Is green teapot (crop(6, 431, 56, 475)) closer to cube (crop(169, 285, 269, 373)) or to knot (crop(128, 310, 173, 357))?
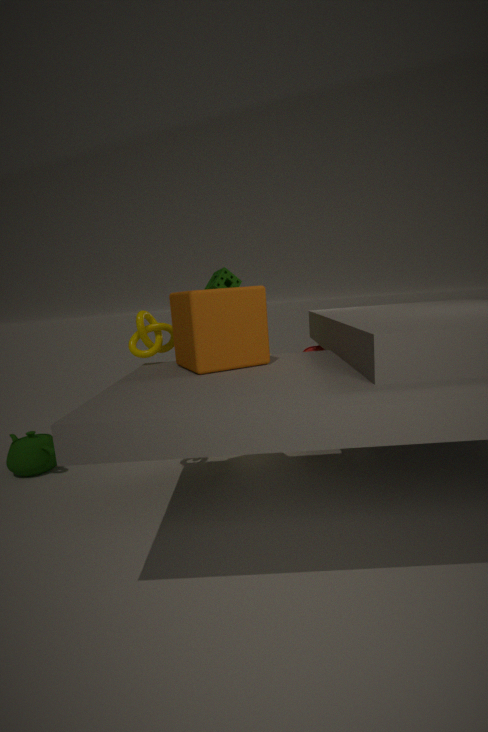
knot (crop(128, 310, 173, 357))
